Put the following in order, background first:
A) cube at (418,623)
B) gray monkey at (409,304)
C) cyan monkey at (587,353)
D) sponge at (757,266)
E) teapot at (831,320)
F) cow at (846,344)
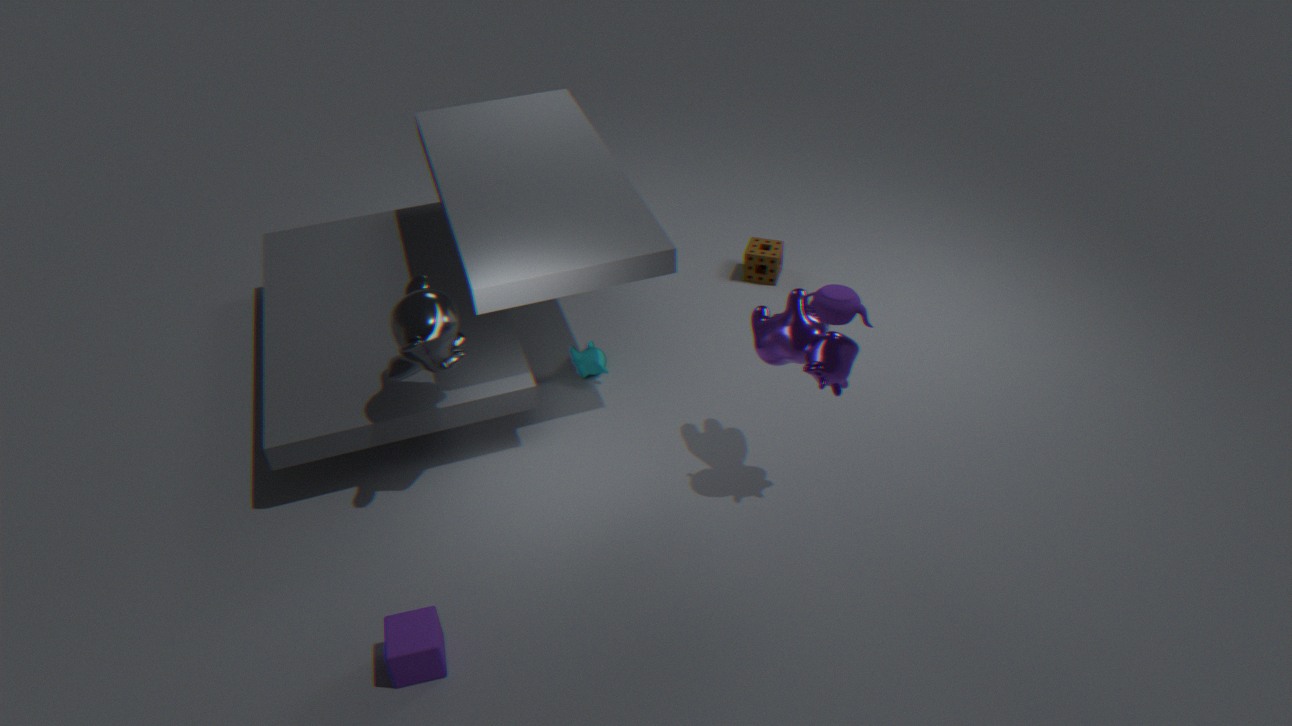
D. sponge at (757,266) → C. cyan monkey at (587,353) → F. cow at (846,344) → B. gray monkey at (409,304) → E. teapot at (831,320) → A. cube at (418,623)
